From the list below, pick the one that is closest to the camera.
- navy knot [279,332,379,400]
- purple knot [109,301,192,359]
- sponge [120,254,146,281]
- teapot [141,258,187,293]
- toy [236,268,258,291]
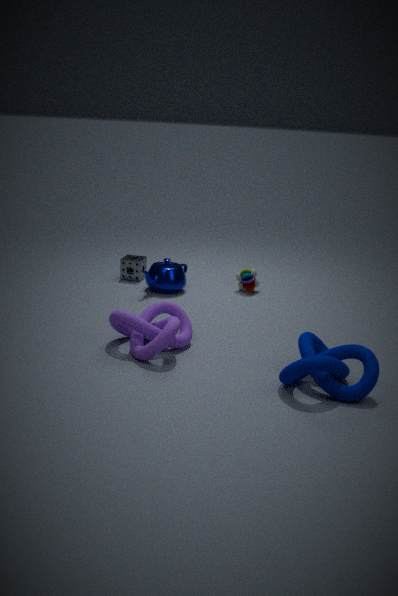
navy knot [279,332,379,400]
